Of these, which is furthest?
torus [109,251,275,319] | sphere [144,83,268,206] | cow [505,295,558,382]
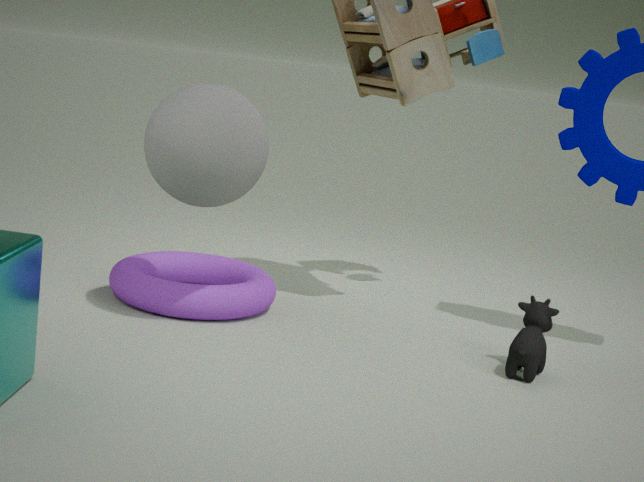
torus [109,251,275,319]
